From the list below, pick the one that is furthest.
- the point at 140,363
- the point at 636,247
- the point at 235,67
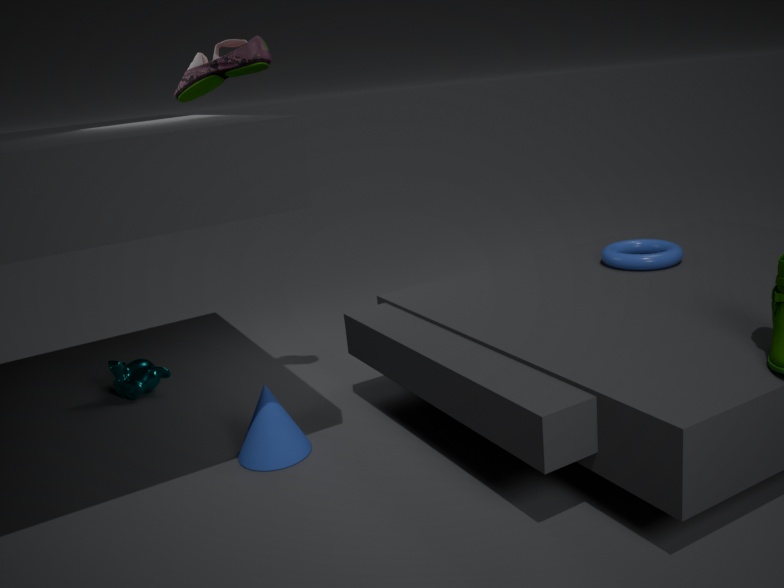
the point at 140,363
